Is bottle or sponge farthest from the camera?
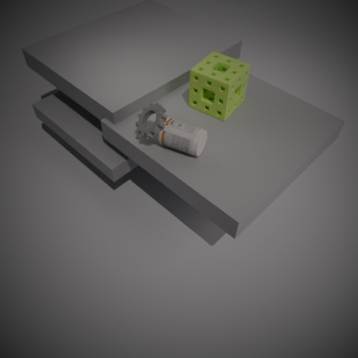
sponge
